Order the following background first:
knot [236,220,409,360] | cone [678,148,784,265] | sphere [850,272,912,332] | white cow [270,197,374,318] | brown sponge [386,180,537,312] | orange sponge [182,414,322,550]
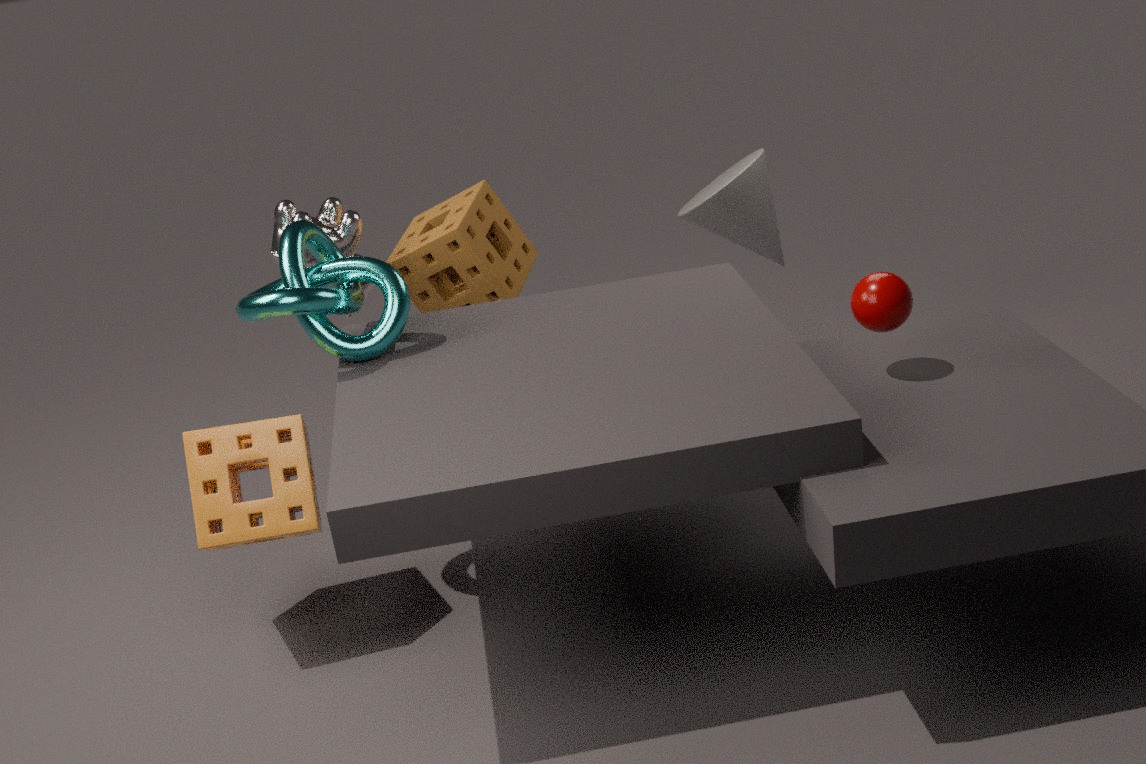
cone [678,148,784,265]
brown sponge [386,180,537,312]
white cow [270,197,374,318]
knot [236,220,409,360]
orange sponge [182,414,322,550]
sphere [850,272,912,332]
